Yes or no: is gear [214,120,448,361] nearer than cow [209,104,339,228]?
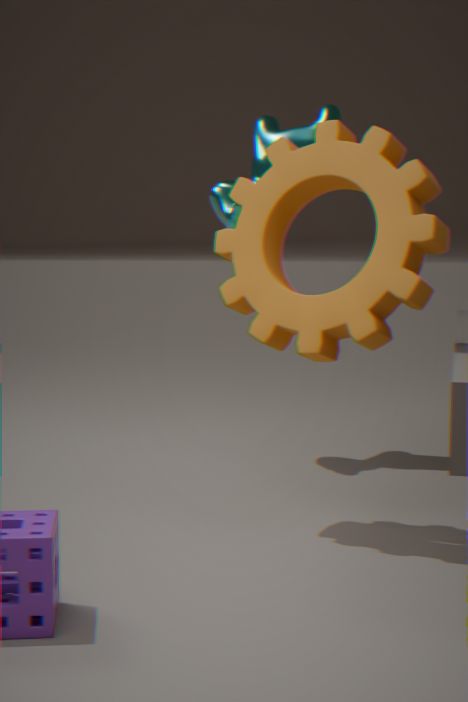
Yes
